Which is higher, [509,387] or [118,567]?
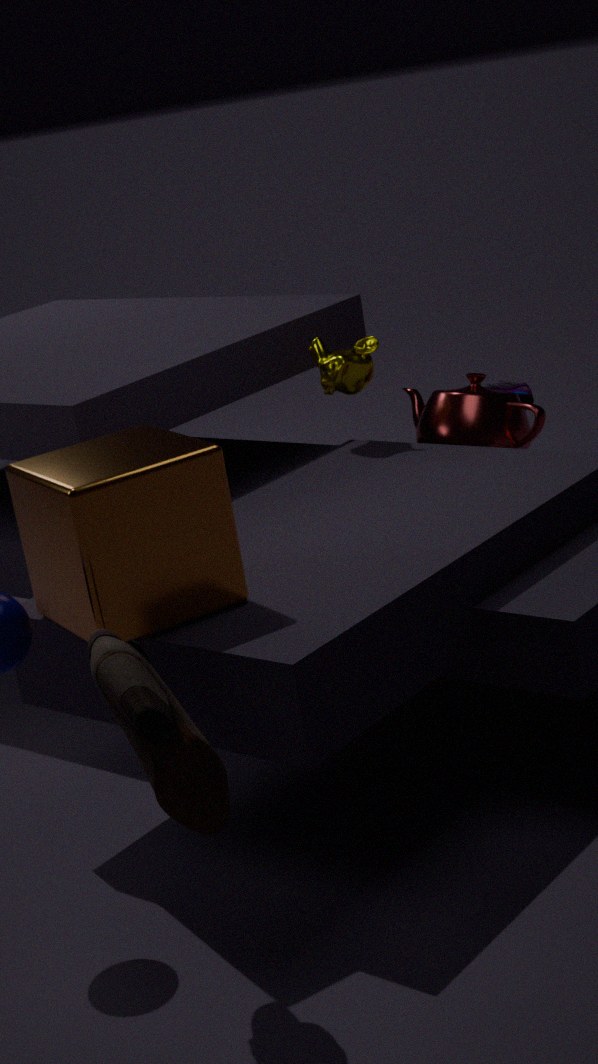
[118,567]
